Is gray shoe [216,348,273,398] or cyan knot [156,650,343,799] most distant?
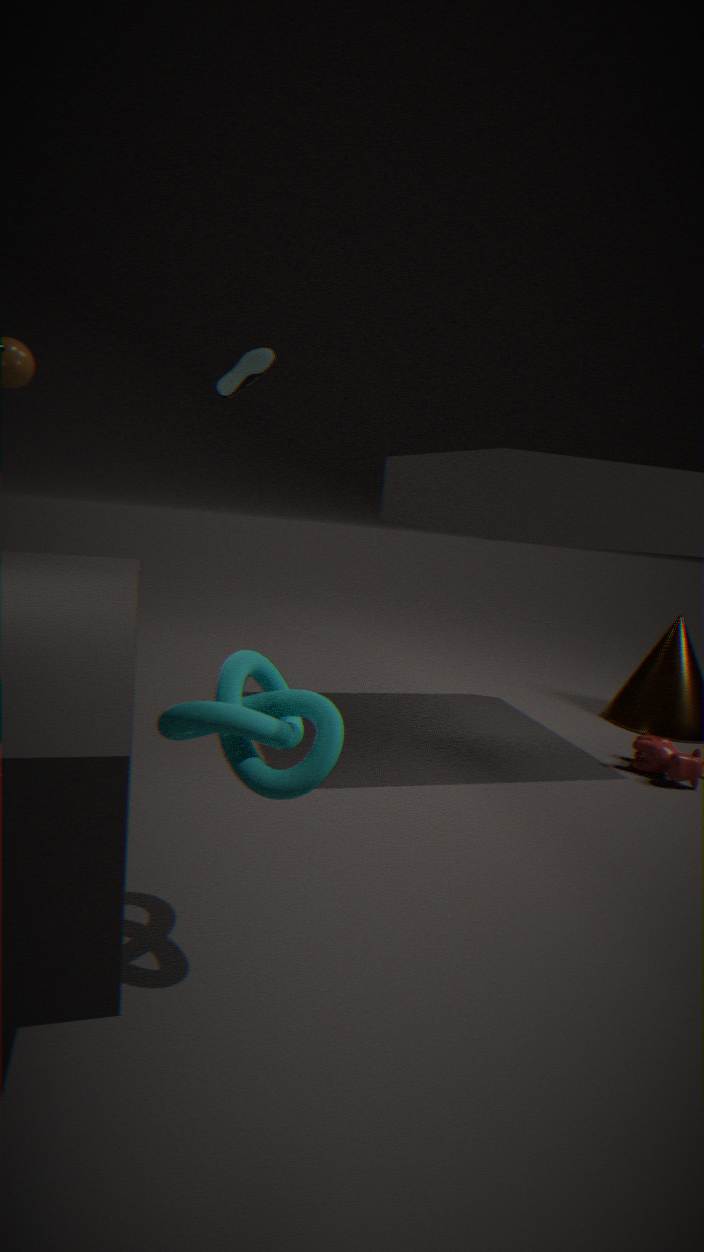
gray shoe [216,348,273,398]
